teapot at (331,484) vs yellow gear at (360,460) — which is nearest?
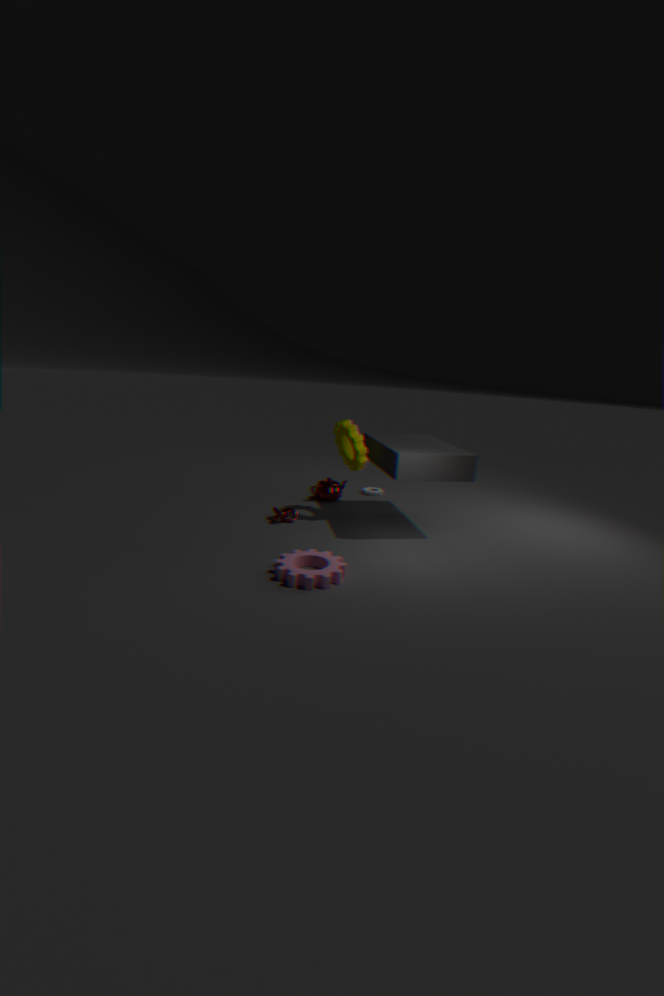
yellow gear at (360,460)
